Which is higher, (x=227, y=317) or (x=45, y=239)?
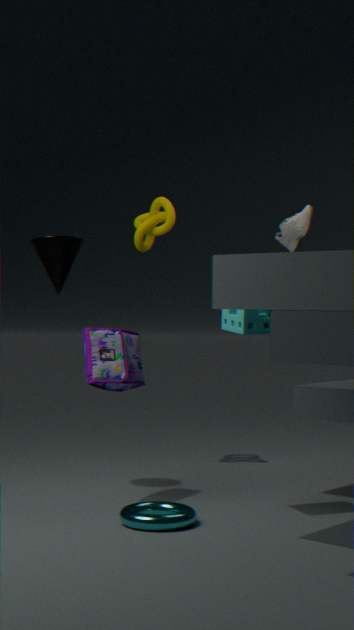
(x=45, y=239)
